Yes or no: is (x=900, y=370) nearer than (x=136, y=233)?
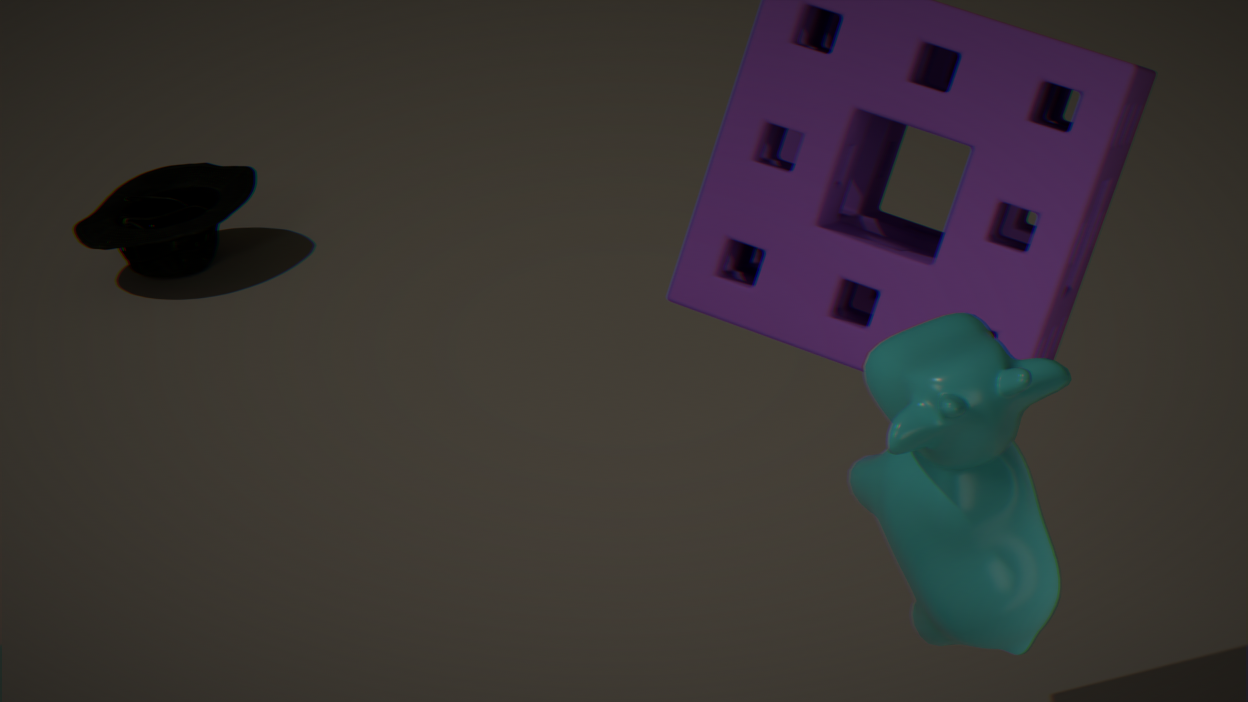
Yes
